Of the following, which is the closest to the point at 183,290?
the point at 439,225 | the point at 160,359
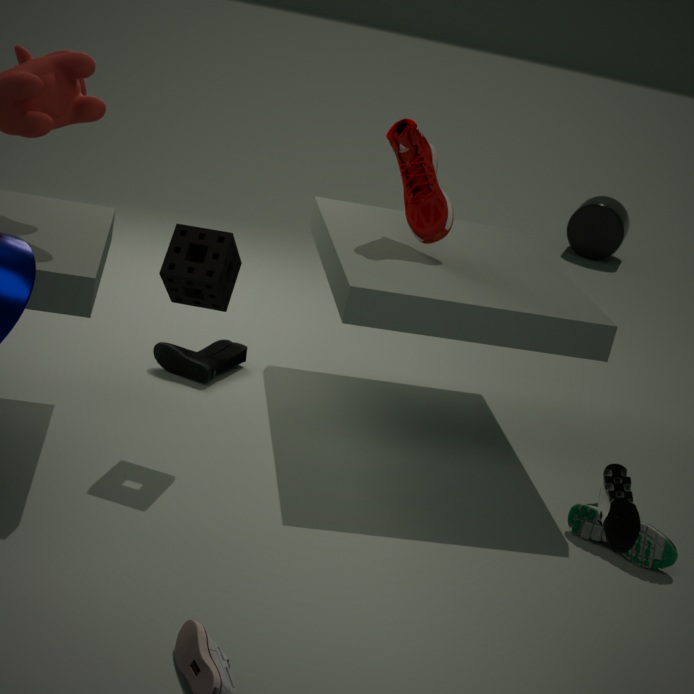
the point at 160,359
